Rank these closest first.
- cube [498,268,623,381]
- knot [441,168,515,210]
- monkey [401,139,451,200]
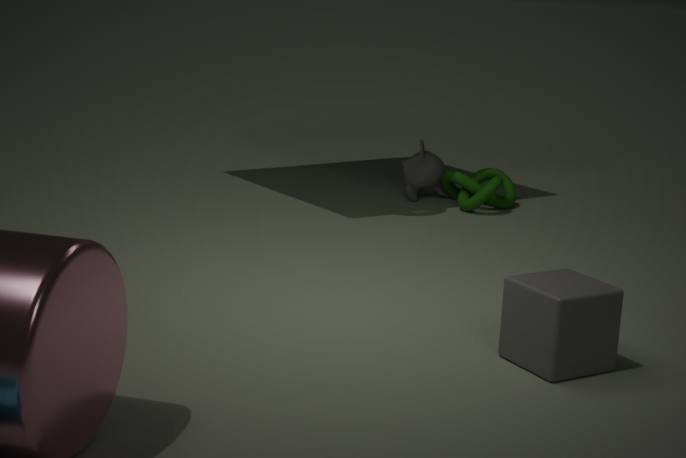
cube [498,268,623,381] < knot [441,168,515,210] < monkey [401,139,451,200]
